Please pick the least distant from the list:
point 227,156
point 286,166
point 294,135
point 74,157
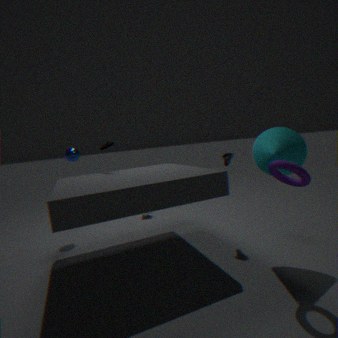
point 286,166
